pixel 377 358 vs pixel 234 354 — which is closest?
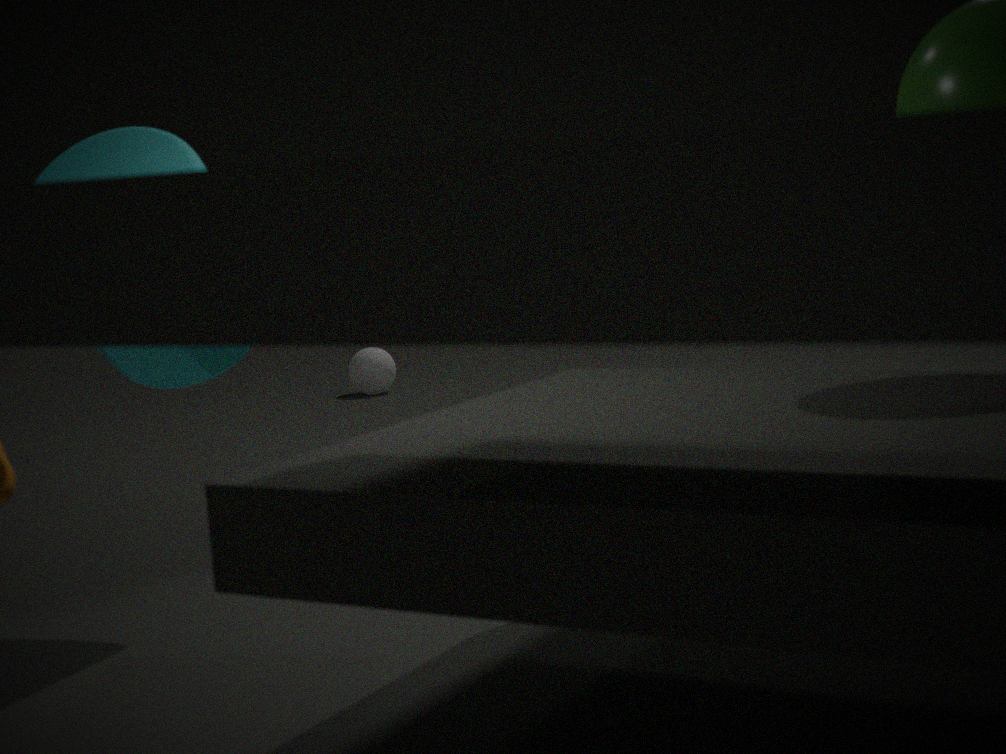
pixel 234 354
